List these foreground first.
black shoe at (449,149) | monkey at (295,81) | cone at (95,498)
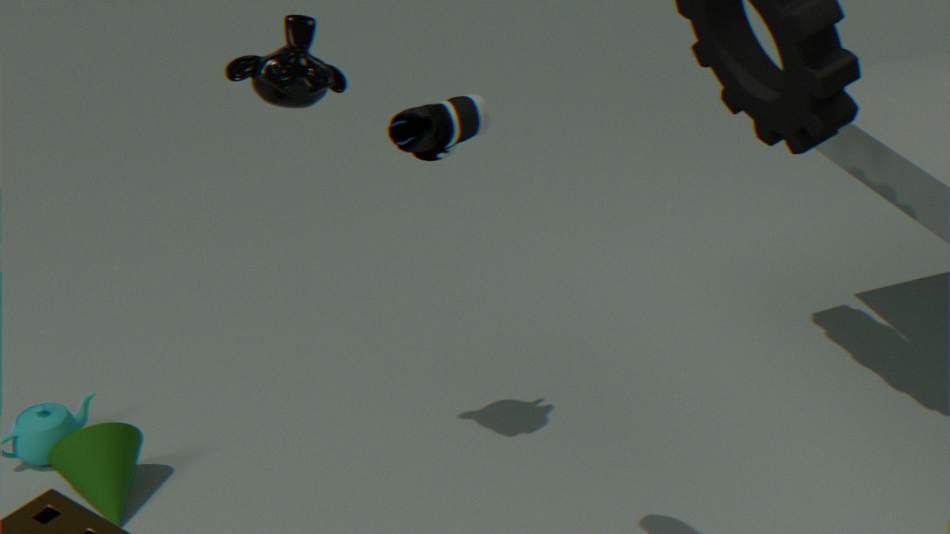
black shoe at (449,149)
monkey at (295,81)
cone at (95,498)
